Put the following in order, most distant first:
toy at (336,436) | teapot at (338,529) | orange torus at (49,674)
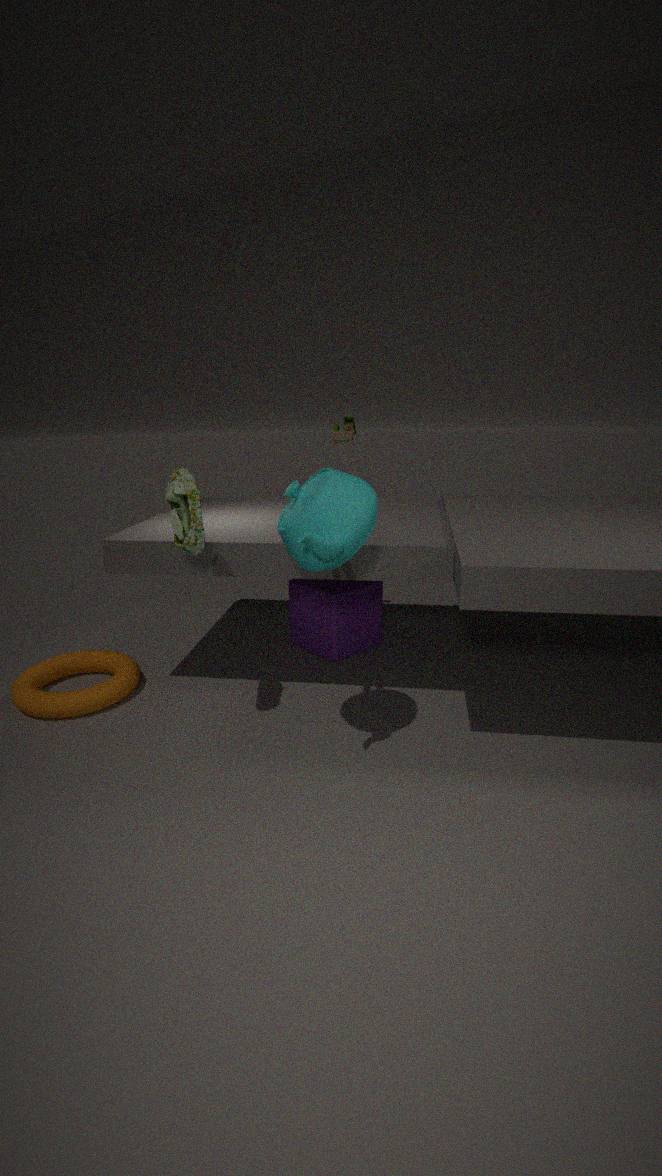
toy at (336,436) → orange torus at (49,674) → teapot at (338,529)
